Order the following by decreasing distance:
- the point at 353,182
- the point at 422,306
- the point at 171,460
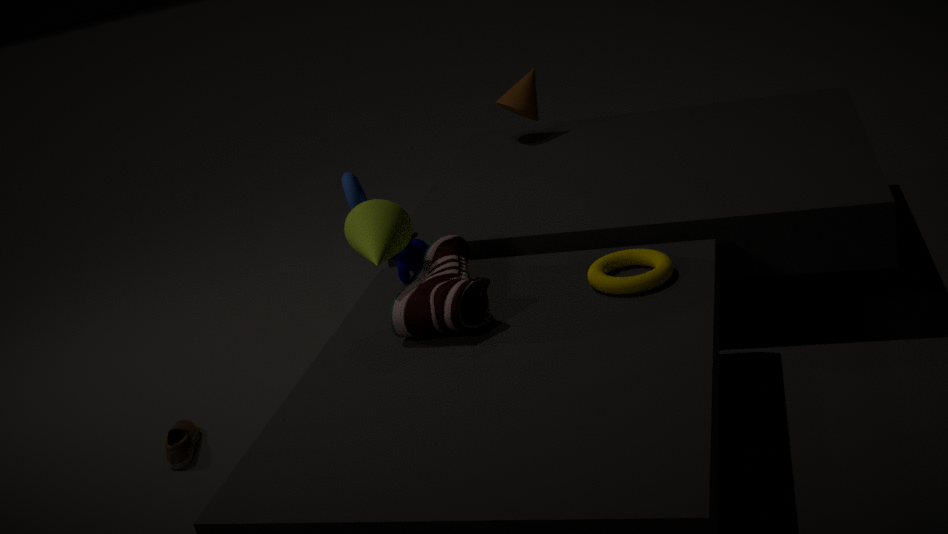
1. the point at 353,182
2. the point at 171,460
3. the point at 422,306
